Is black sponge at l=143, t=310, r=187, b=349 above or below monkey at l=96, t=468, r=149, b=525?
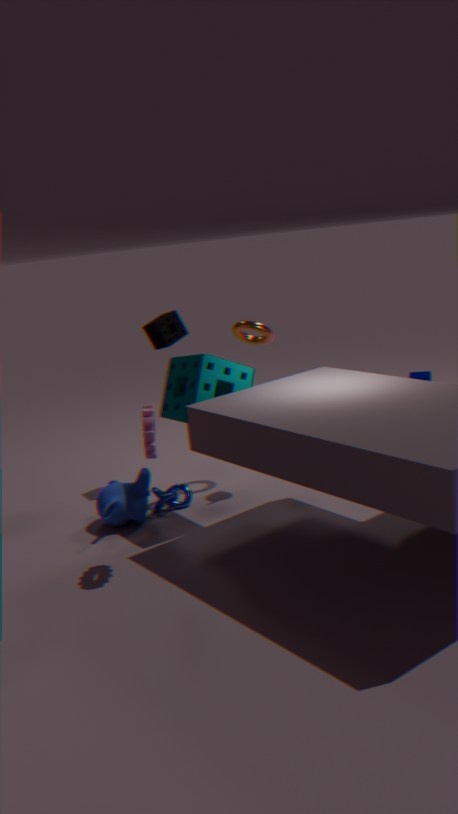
above
